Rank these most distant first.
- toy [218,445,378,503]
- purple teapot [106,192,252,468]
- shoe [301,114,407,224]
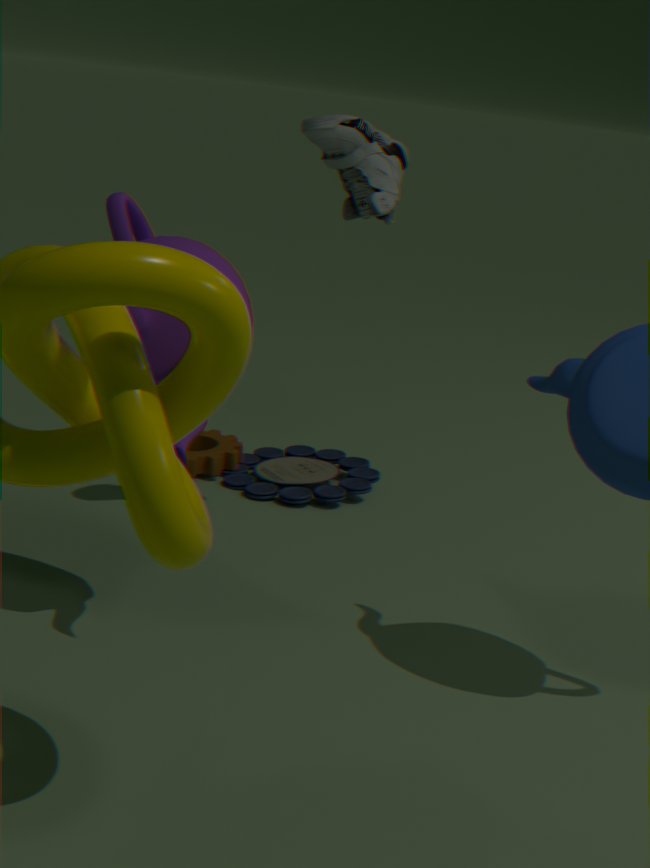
toy [218,445,378,503] → shoe [301,114,407,224] → purple teapot [106,192,252,468]
